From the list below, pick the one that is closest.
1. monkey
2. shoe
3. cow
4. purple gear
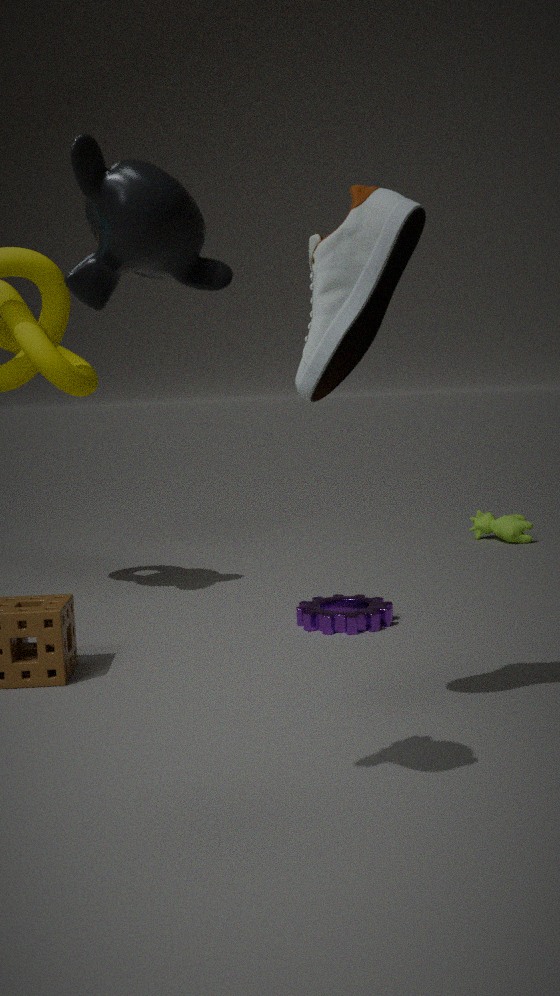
monkey
